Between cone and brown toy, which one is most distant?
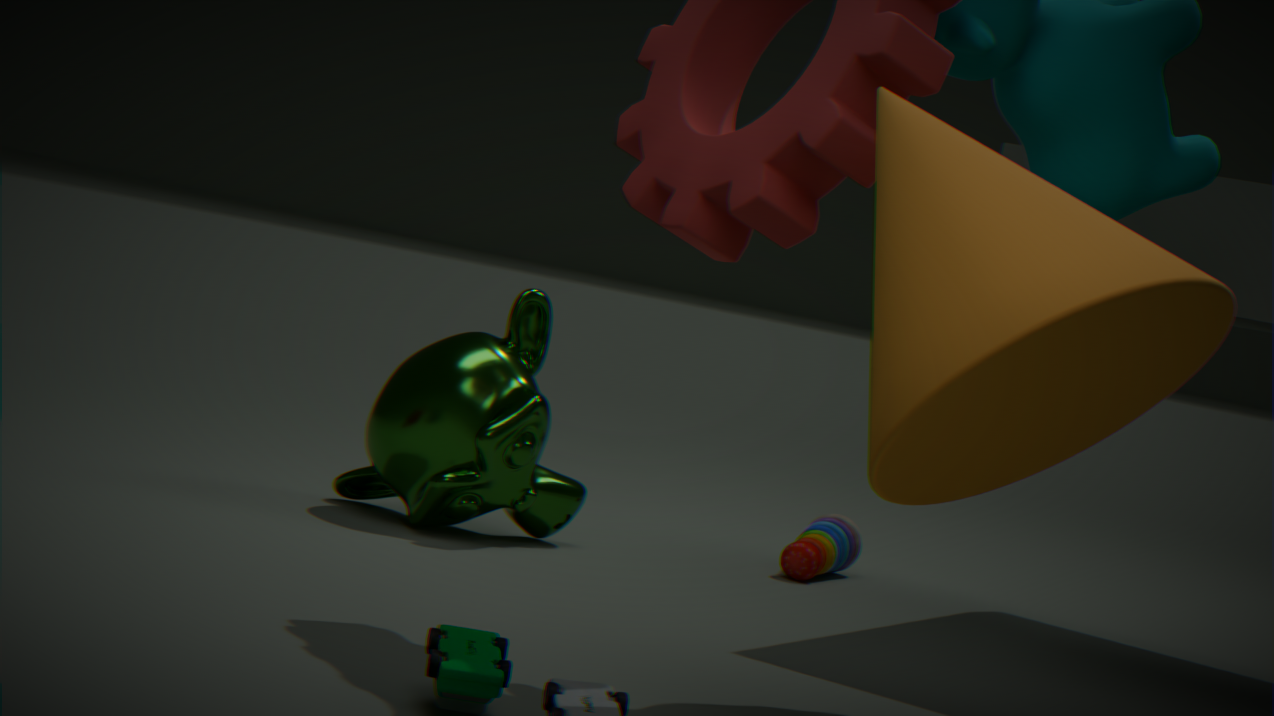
brown toy
